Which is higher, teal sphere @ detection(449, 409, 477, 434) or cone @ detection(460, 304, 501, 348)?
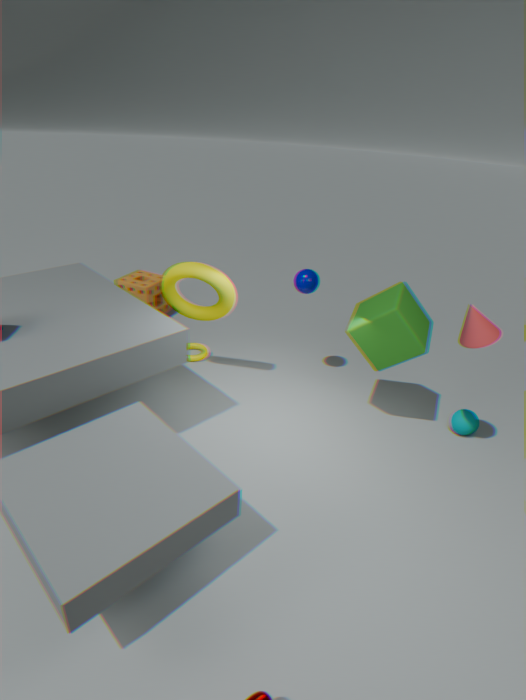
cone @ detection(460, 304, 501, 348)
